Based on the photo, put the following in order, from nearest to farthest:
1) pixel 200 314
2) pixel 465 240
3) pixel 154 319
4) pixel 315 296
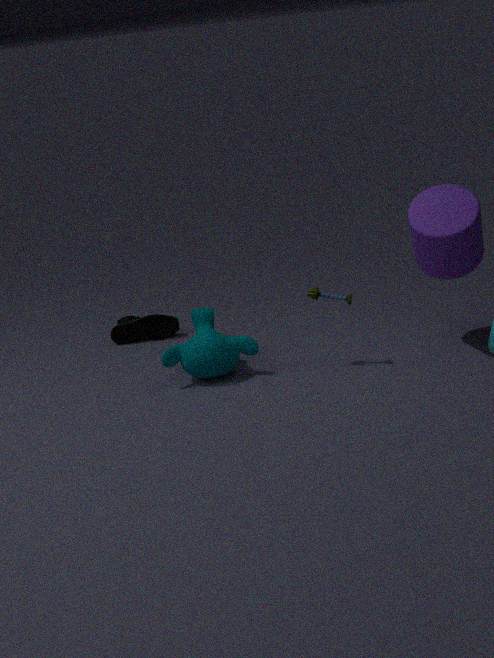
1. 2. pixel 465 240
2. 4. pixel 315 296
3. 1. pixel 200 314
4. 3. pixel 154 319
